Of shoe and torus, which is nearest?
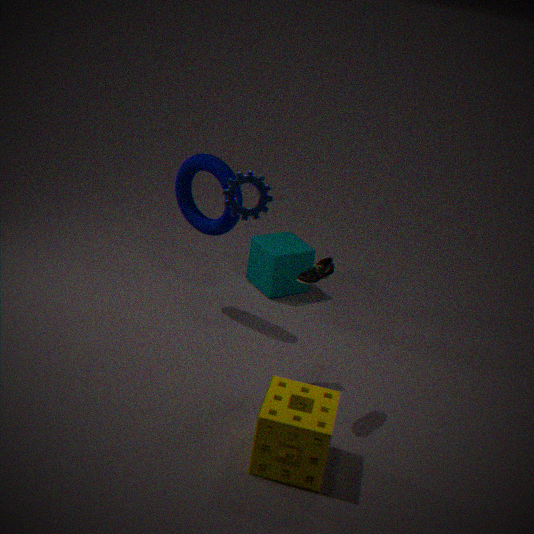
shoe
